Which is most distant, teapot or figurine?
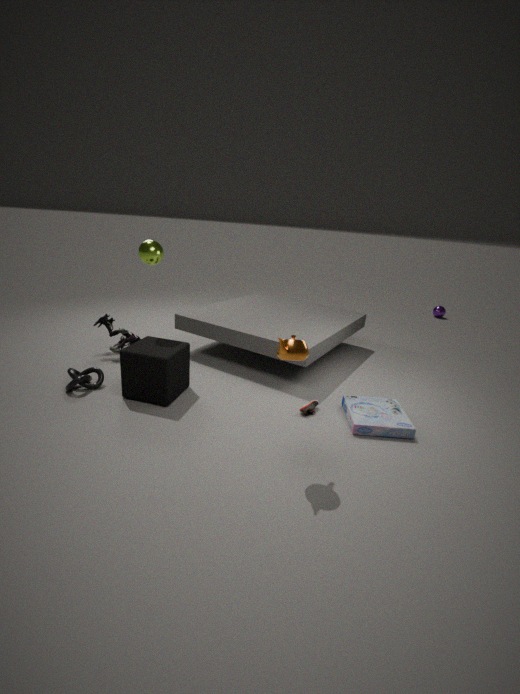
figurine
